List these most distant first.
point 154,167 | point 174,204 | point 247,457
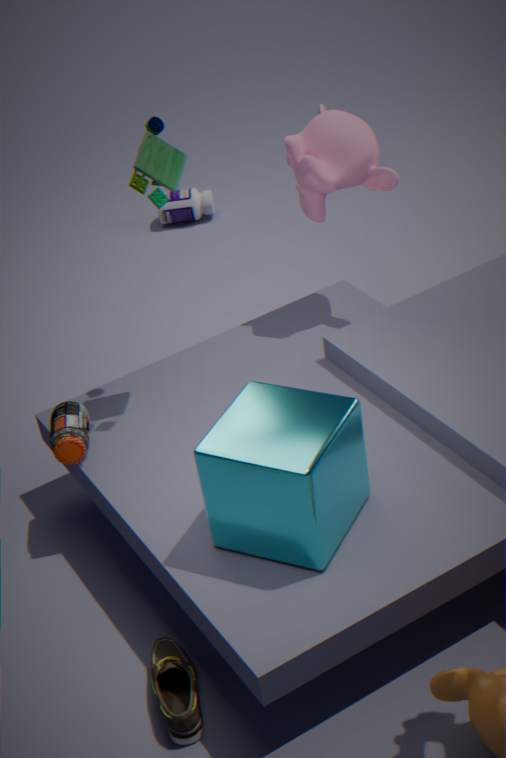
point 174,204
point 154,167
point 247,457
